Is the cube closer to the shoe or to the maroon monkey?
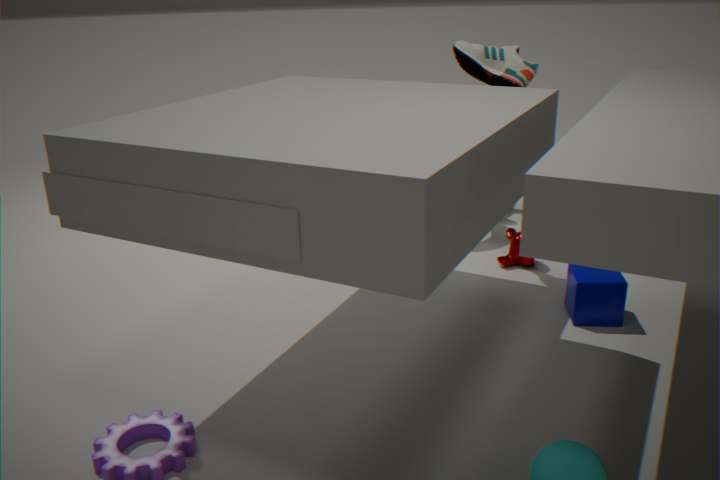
the maroon monkey
